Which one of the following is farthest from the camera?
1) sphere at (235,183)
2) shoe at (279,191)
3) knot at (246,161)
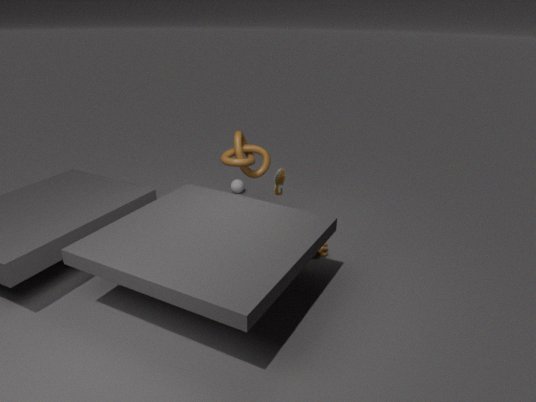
1. sphere at (235,183)
